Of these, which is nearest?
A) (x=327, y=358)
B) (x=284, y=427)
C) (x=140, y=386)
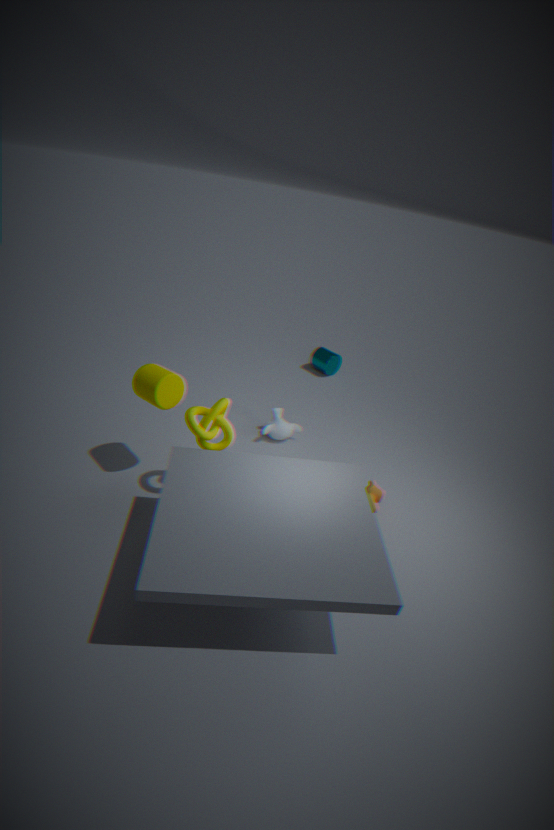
(x=140, y=386)
